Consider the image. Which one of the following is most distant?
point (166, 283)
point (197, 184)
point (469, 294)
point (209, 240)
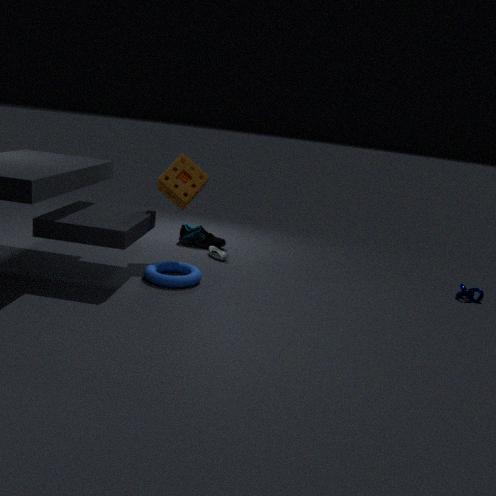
point (209, 240)
